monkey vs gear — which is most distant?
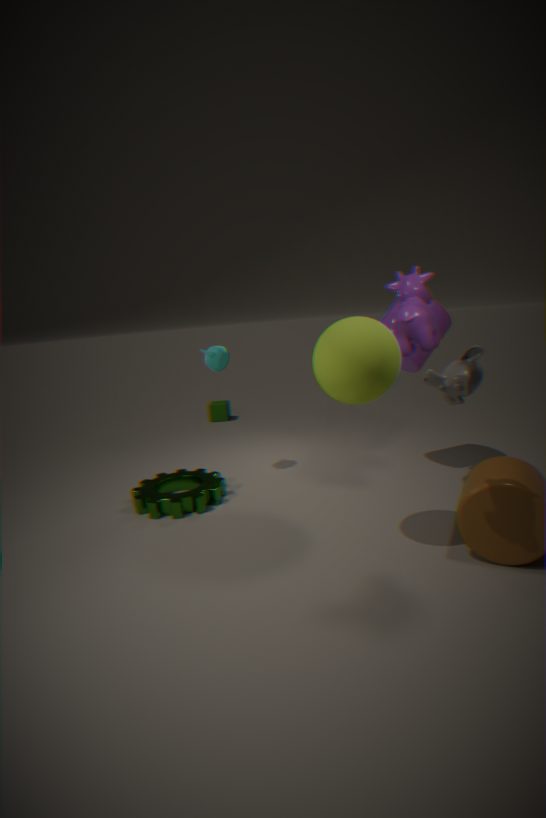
gear
